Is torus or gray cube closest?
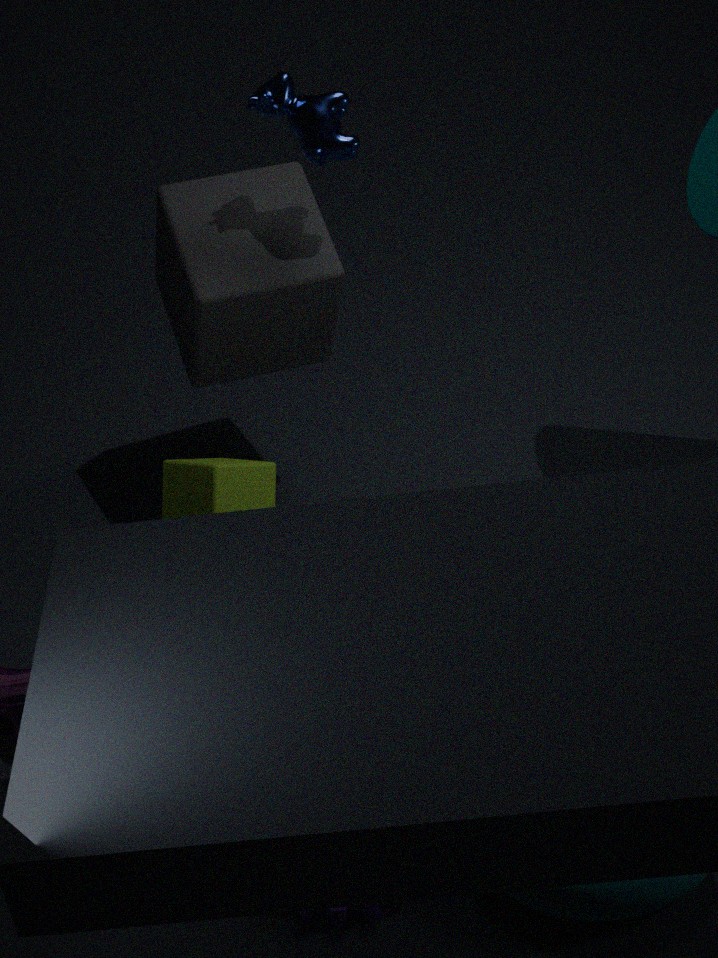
torus
